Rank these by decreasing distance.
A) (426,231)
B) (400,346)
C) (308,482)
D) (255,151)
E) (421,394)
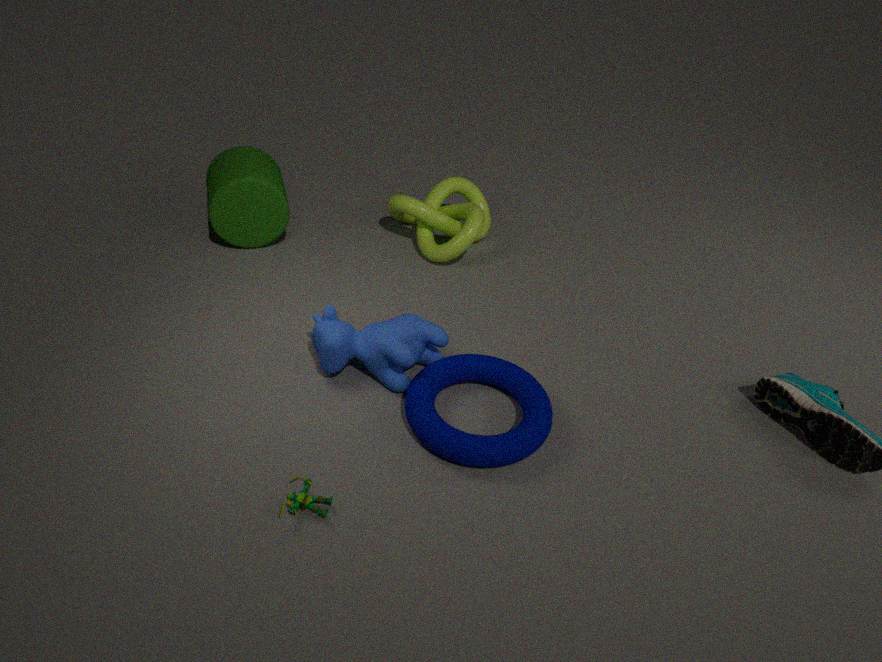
(426,231), (255,151), (400,346), (421,394), (308,482)
